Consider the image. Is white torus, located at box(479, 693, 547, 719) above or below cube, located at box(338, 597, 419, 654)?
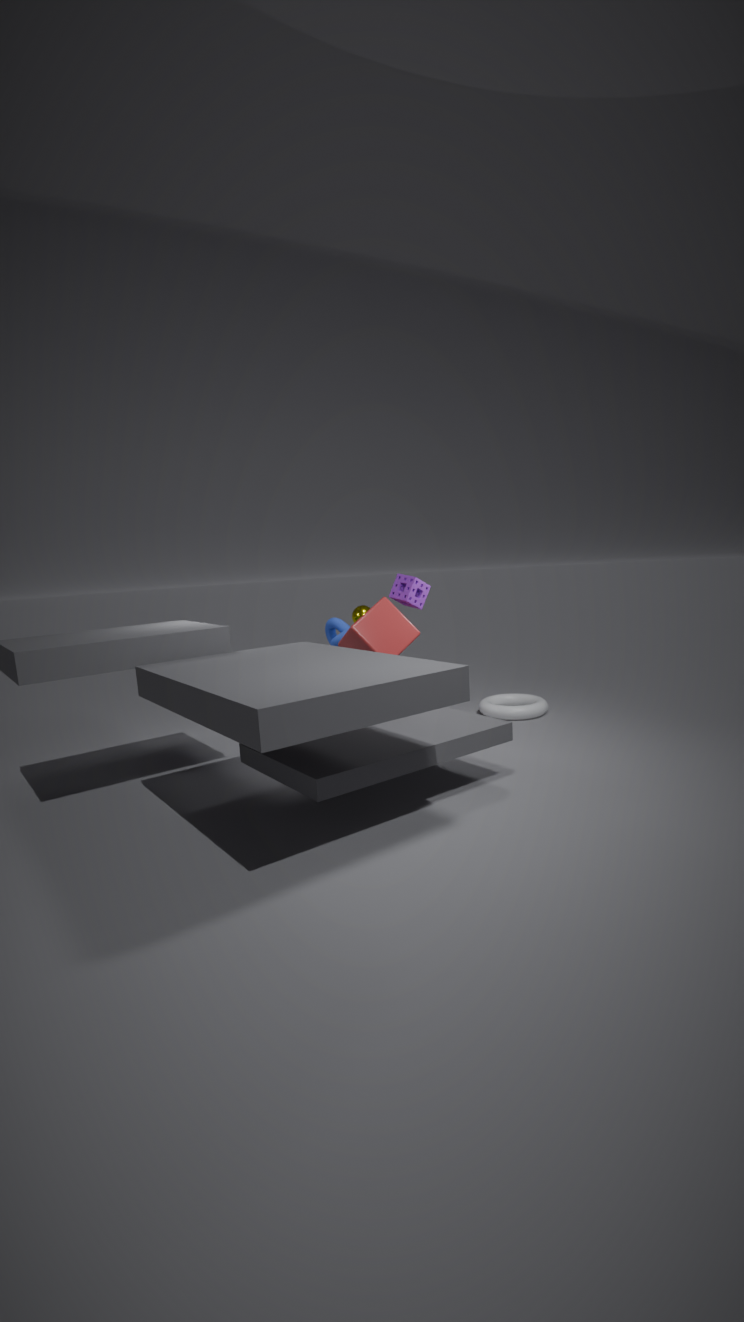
below
